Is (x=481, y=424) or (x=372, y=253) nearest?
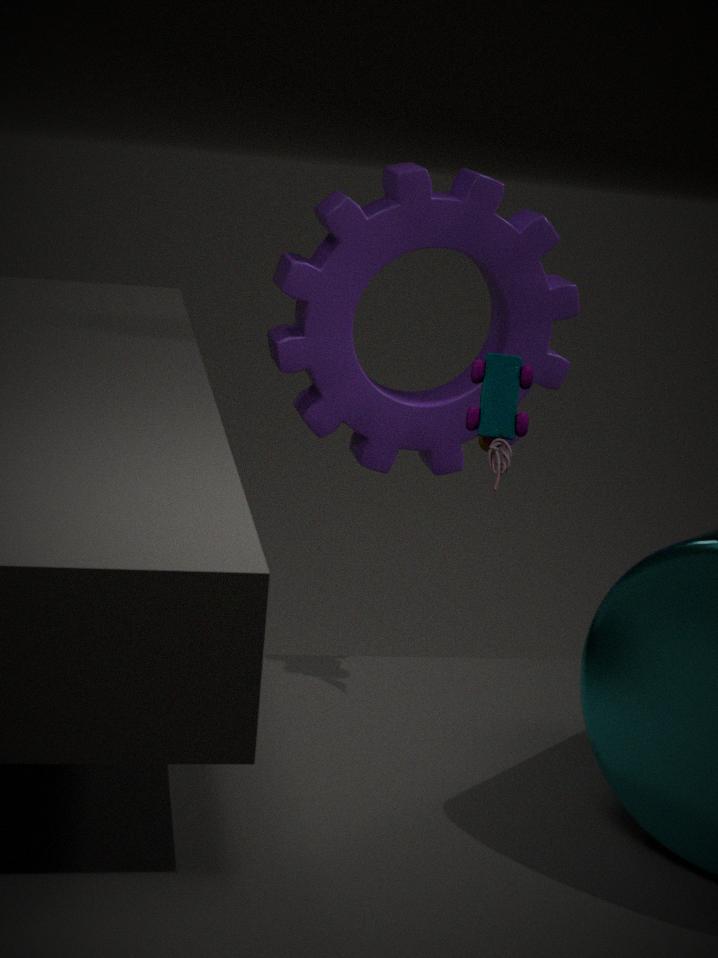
(x=481, y=424)
